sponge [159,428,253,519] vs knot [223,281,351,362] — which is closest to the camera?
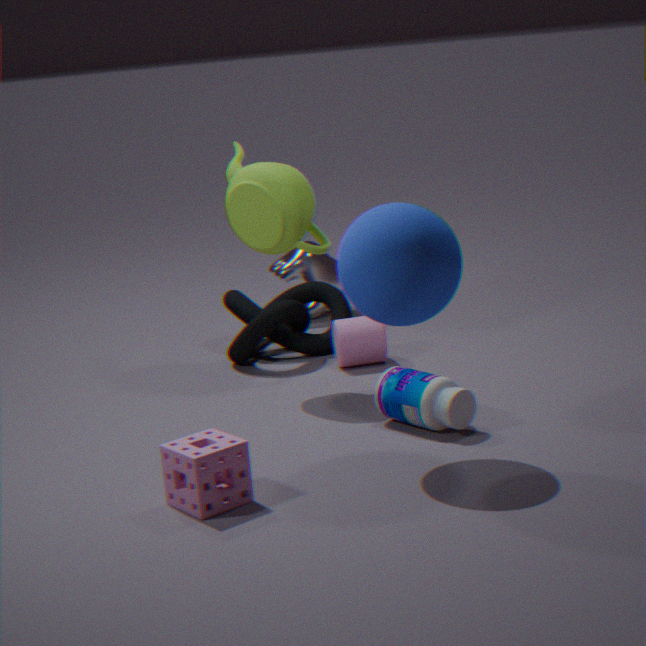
sponge [159,428,253,519]
